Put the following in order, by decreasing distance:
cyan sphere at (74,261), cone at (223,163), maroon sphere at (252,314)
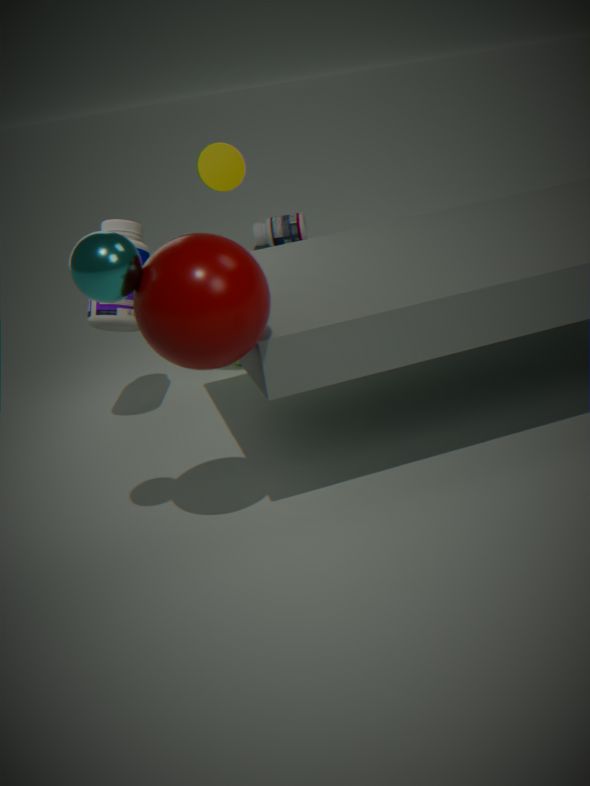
cone at (223,163) < maroon sphere at (252,314) < cyan sphere at (74,261)
